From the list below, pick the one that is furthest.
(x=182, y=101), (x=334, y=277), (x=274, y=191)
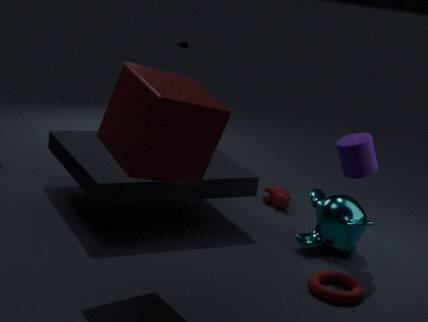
(x=274, y=191)
